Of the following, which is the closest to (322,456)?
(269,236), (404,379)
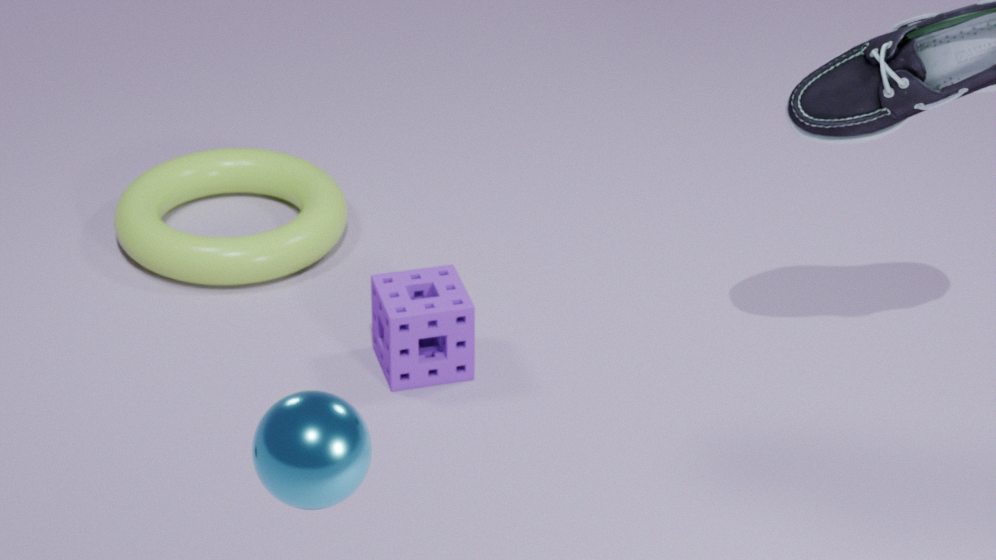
(404,379)
